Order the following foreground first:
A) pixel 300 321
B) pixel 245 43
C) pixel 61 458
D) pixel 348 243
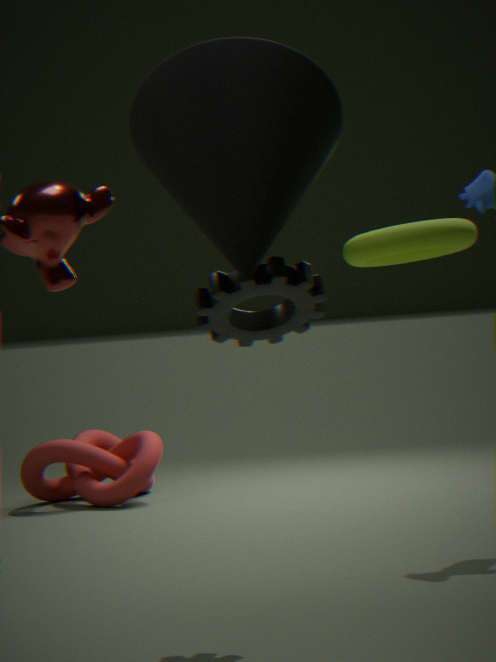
1. pixel 245 43
2. pixel 348 243
3. pixel 300 321
4. pixel 61 458
